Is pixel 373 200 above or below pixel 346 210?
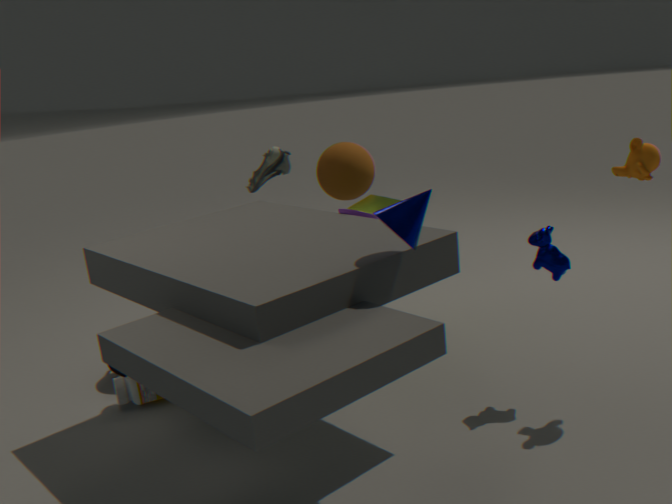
below
